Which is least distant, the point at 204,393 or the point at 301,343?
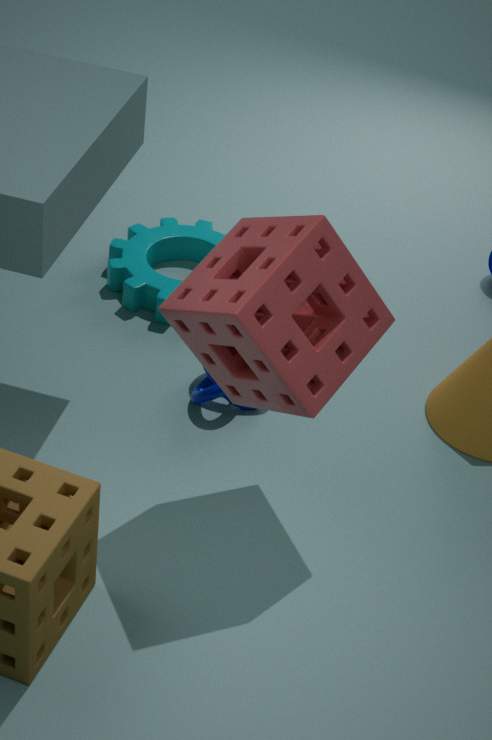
the point at 301,343
